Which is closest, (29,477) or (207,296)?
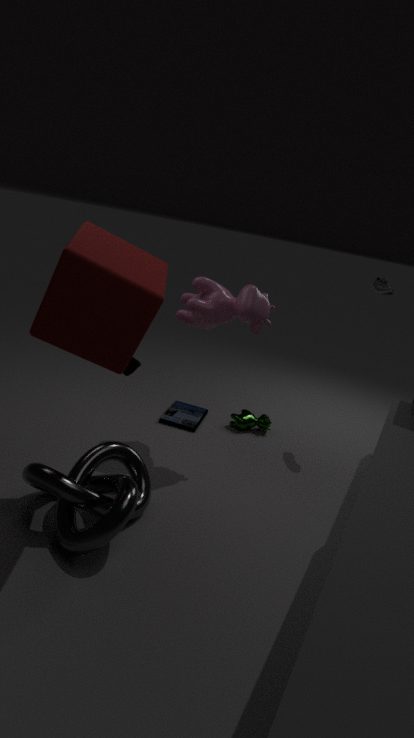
(29,477)
